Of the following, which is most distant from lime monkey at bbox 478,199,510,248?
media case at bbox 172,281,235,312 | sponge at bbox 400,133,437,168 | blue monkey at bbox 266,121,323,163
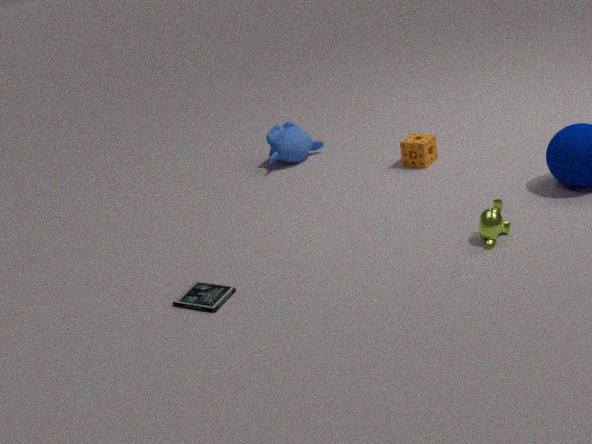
blue monkey at bbox 266,121,323,163
